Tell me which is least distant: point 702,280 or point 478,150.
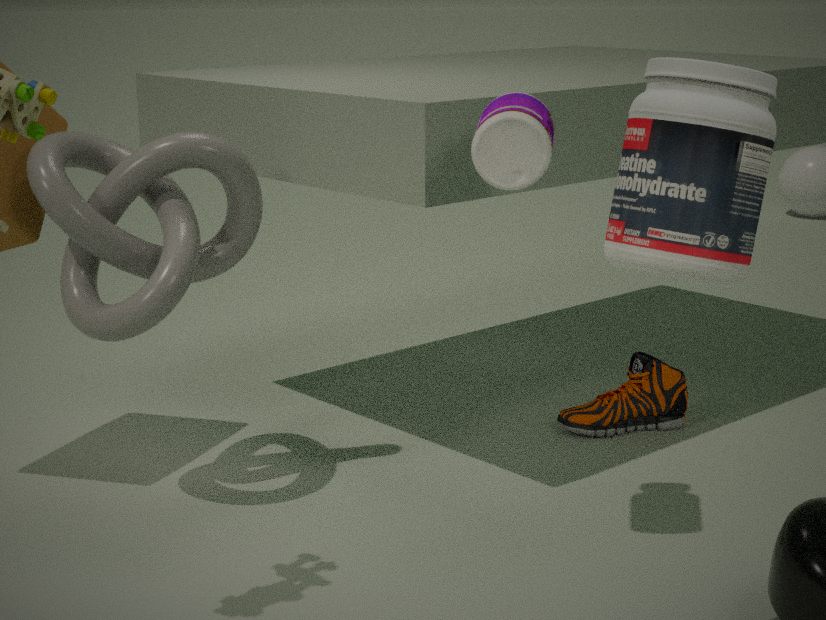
point 702,280
